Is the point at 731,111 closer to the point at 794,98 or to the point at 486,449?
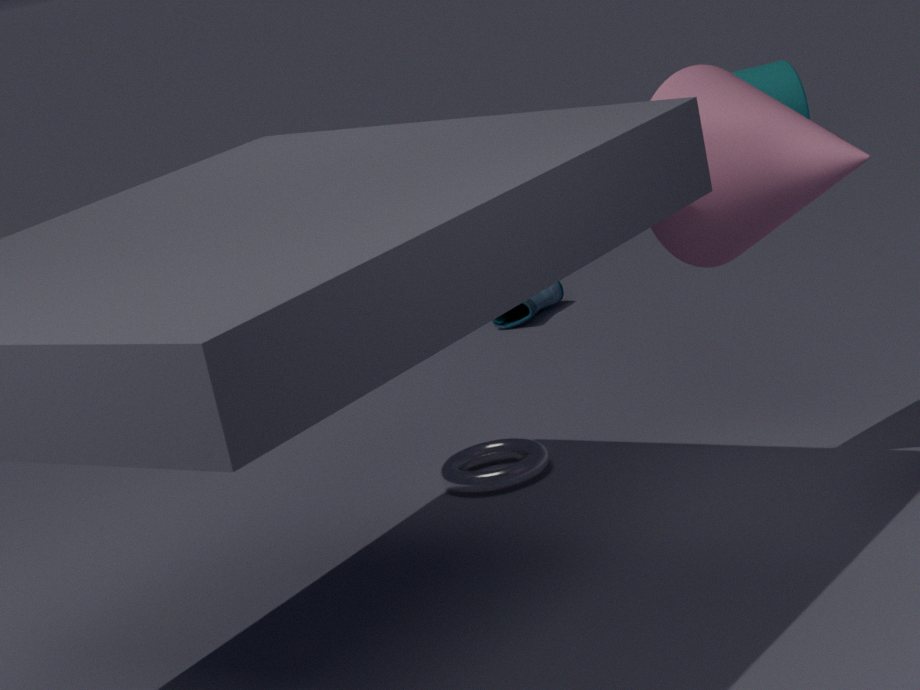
the point at 486,449
